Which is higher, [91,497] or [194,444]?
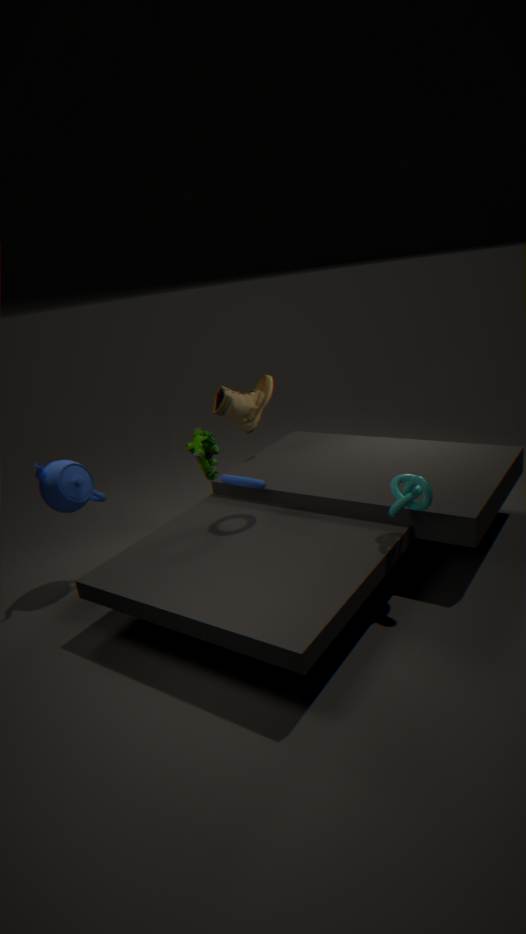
[91,497]
